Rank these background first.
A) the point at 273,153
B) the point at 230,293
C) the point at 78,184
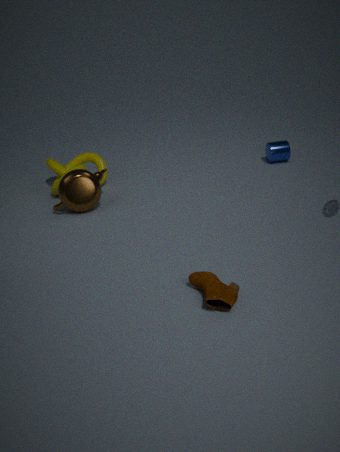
1. the point at 273,153
2. the point at 78,184
3. the point at 230,293
